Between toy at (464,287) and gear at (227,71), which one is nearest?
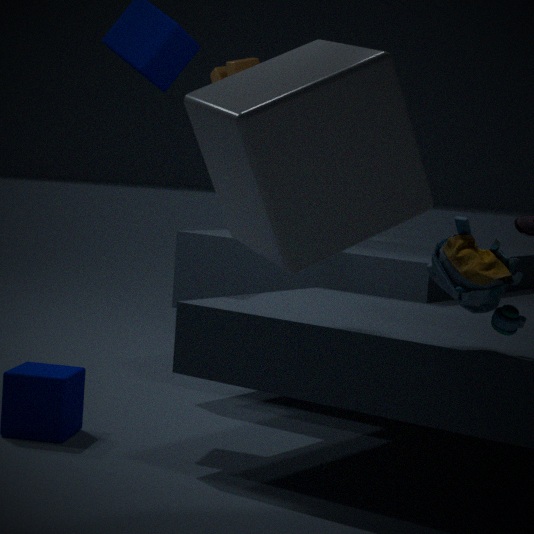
toy at (464,287)
